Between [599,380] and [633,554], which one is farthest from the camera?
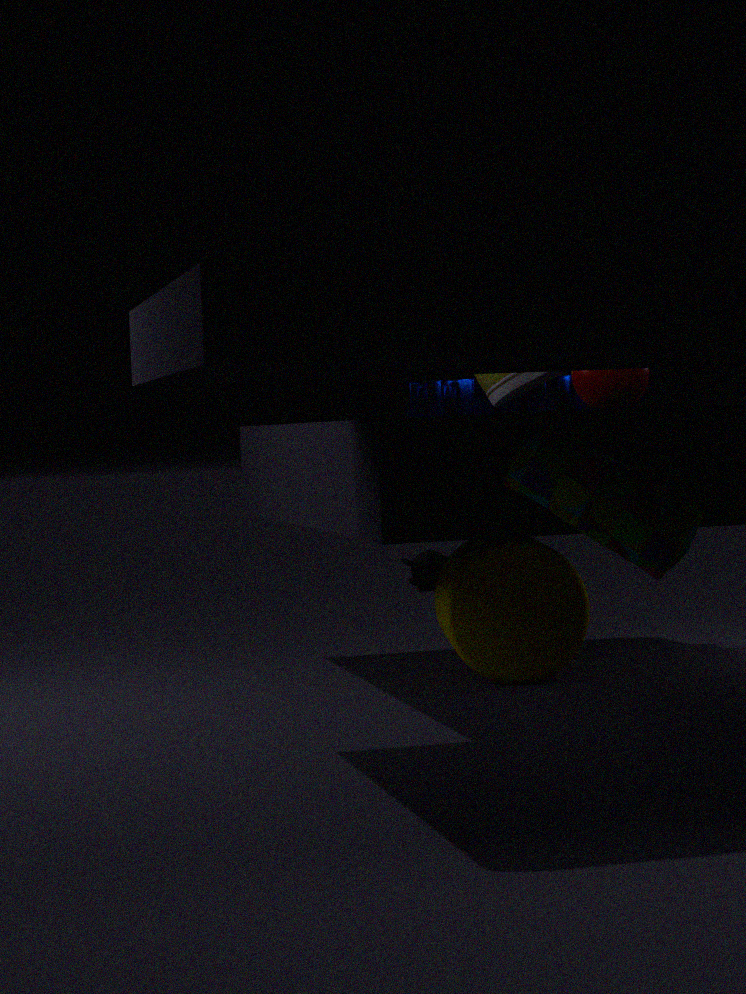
[599,380]
